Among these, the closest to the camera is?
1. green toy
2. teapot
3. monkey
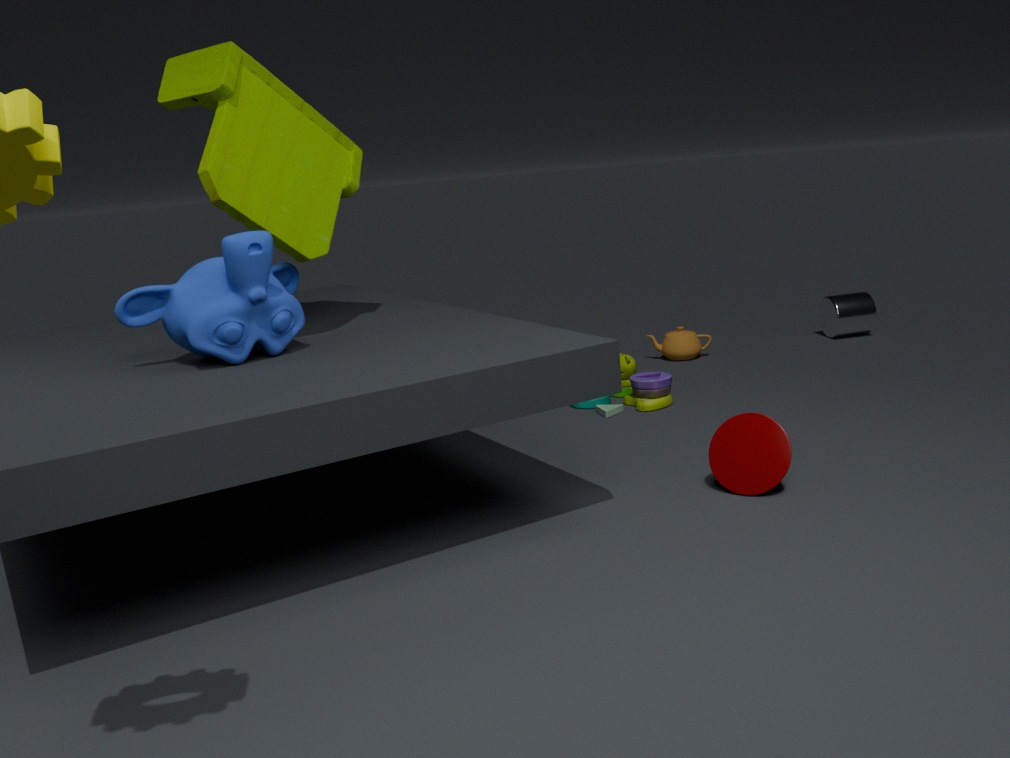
monkey
